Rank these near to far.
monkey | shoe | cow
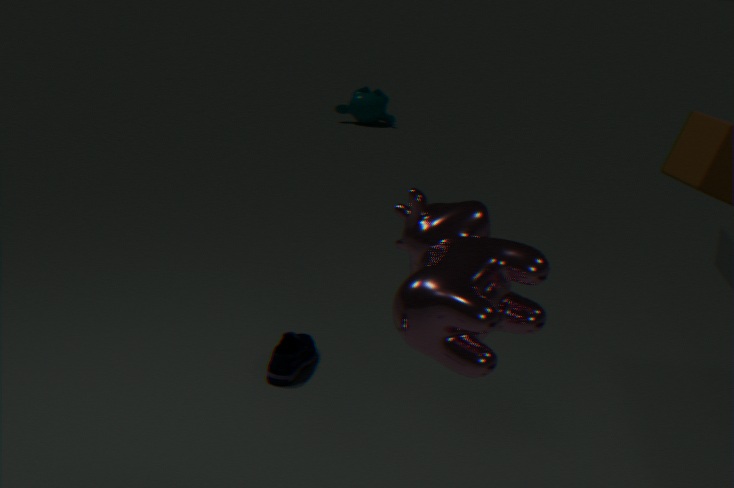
cow
shoe
monkey
